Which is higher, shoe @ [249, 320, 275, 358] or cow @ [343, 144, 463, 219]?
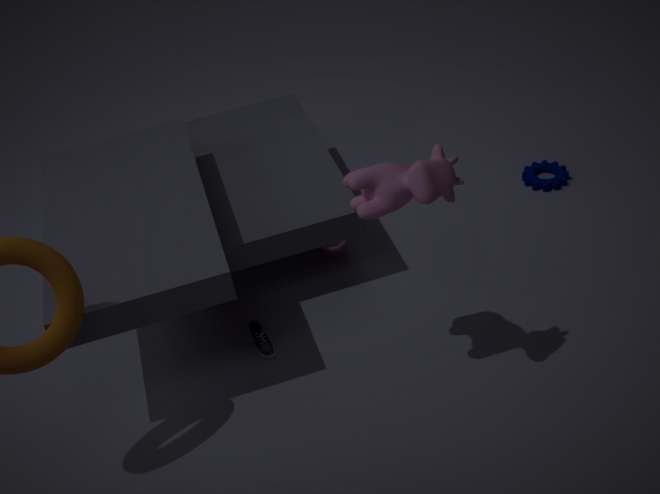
cow @ [343, 144, 463, 219]
